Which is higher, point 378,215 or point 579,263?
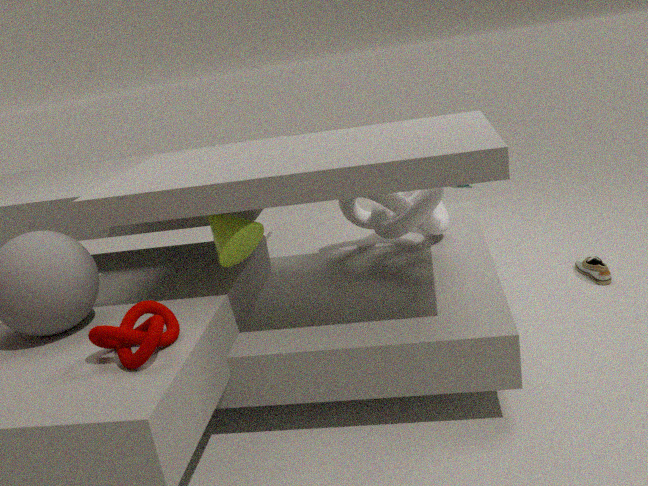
point 378,215
